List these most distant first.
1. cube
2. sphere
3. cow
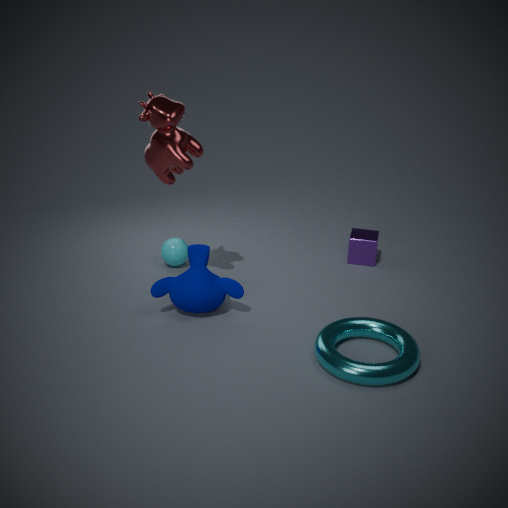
cube < sphere < cow
